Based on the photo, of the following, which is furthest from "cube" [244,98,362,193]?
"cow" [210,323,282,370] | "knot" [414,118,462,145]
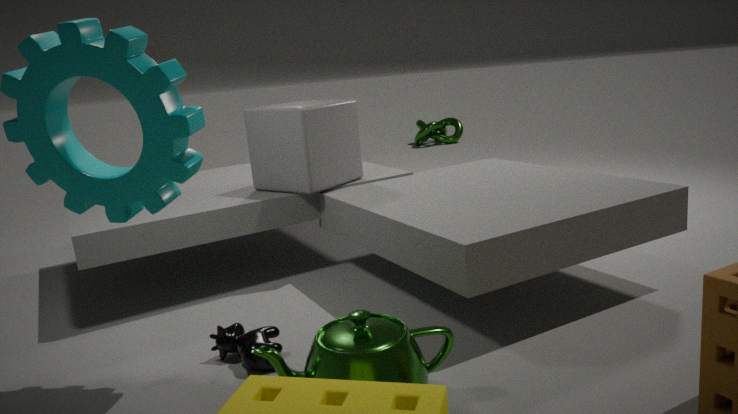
"knot" [414,118,462,145]
